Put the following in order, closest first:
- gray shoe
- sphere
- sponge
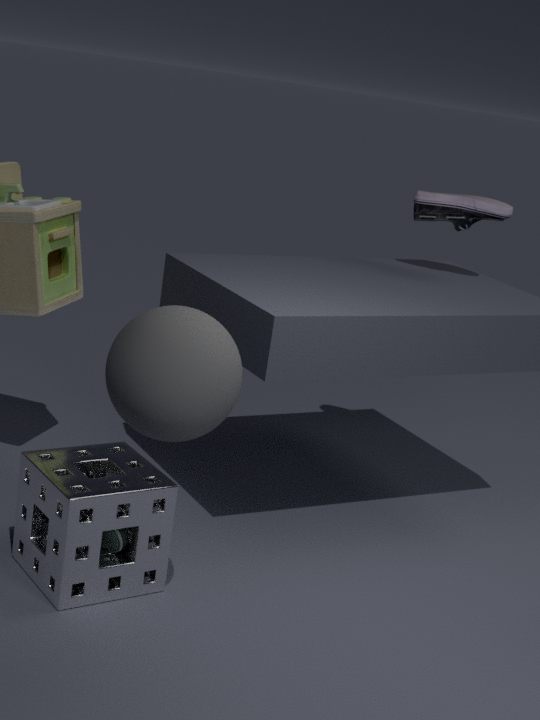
sphere < sponge < gray shoe
